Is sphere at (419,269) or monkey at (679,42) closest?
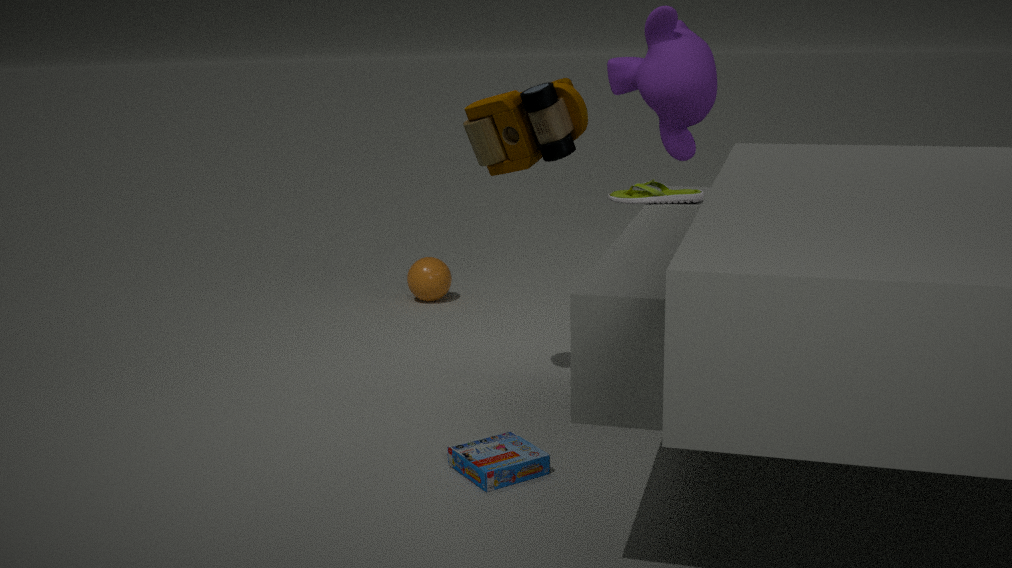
monkey at (679,42)
